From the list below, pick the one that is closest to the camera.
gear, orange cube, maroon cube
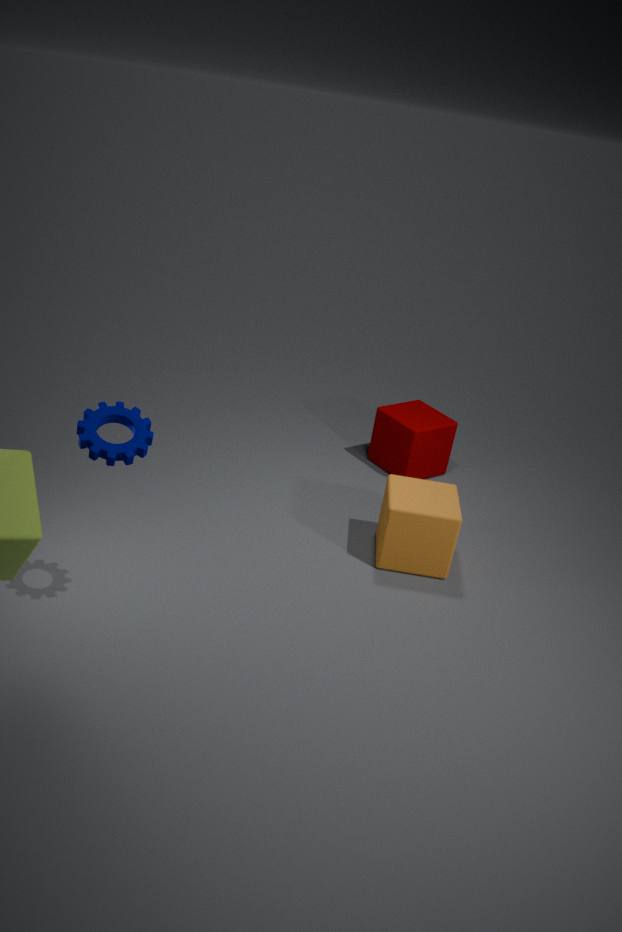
gear
